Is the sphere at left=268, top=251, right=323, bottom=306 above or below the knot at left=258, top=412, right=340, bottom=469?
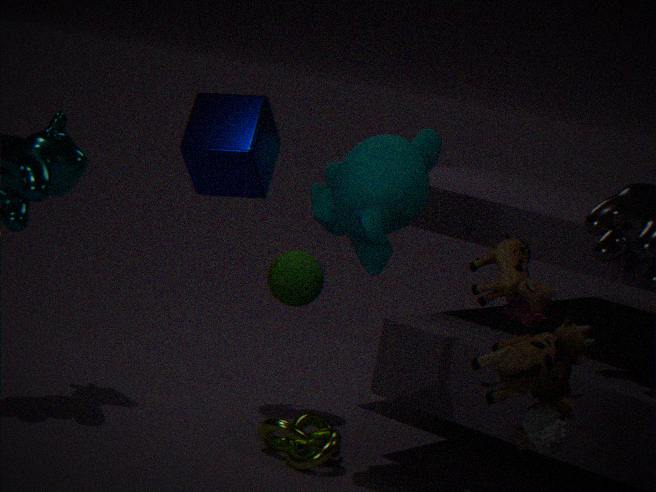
above
